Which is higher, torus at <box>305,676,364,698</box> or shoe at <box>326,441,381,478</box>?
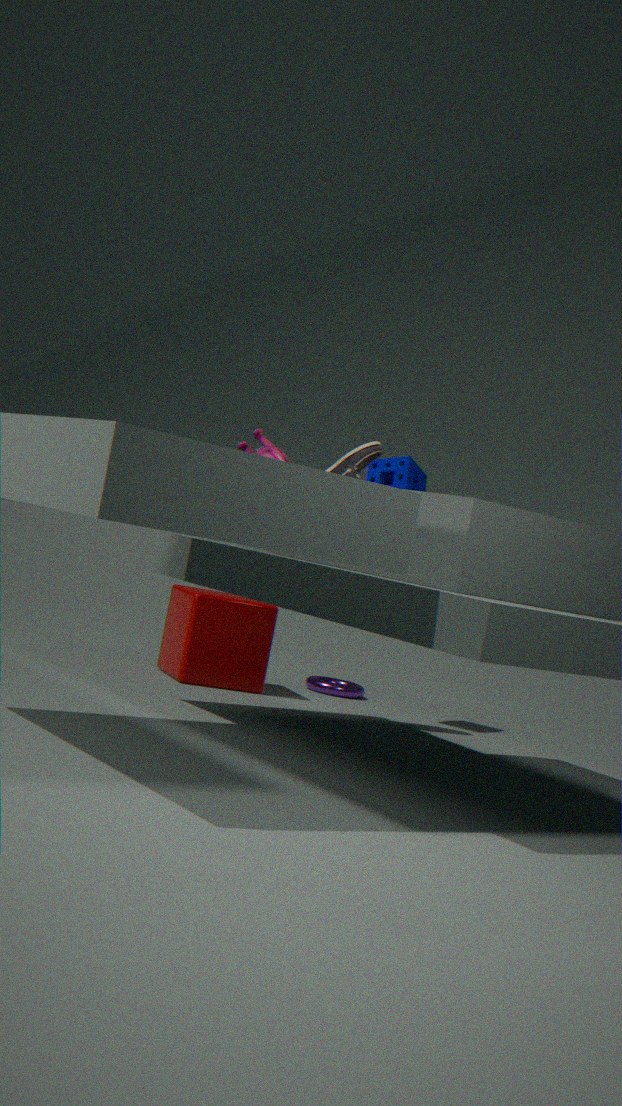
shoe at <box>326,441,381,478</box>
